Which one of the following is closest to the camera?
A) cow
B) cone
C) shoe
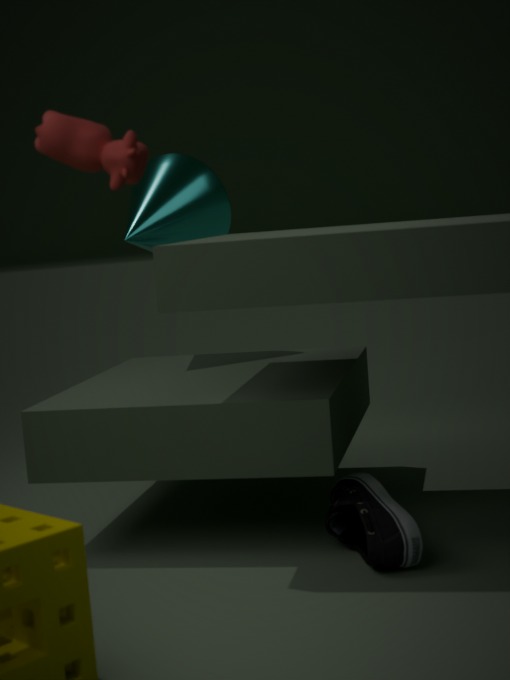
cow
